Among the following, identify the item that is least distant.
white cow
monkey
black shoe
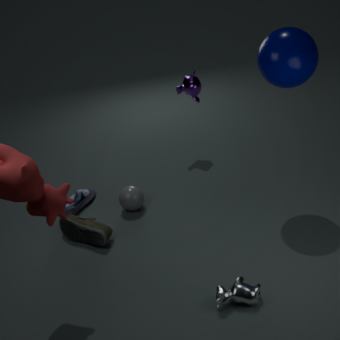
white cow
